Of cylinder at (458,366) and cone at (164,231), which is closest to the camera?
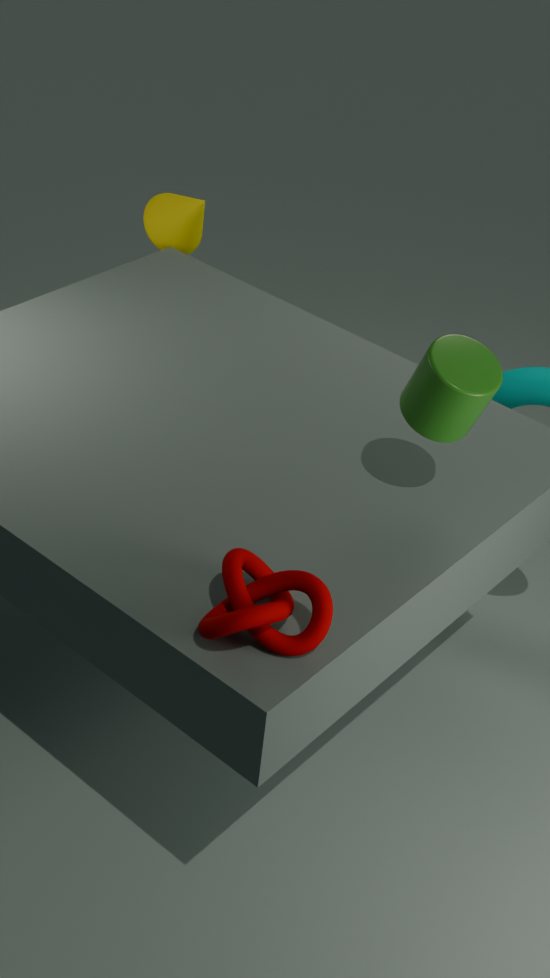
cylinder at (458,366)
